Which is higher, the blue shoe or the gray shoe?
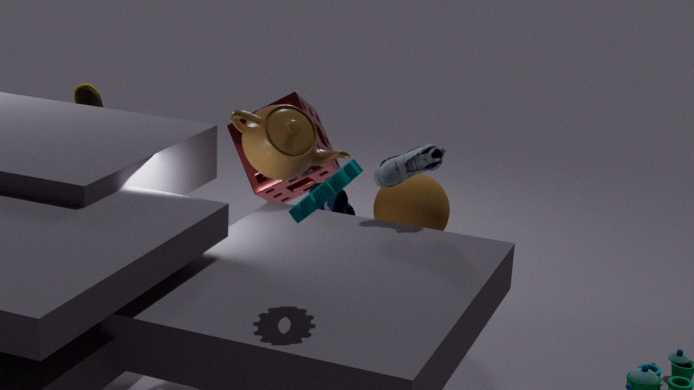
the gray shoe
